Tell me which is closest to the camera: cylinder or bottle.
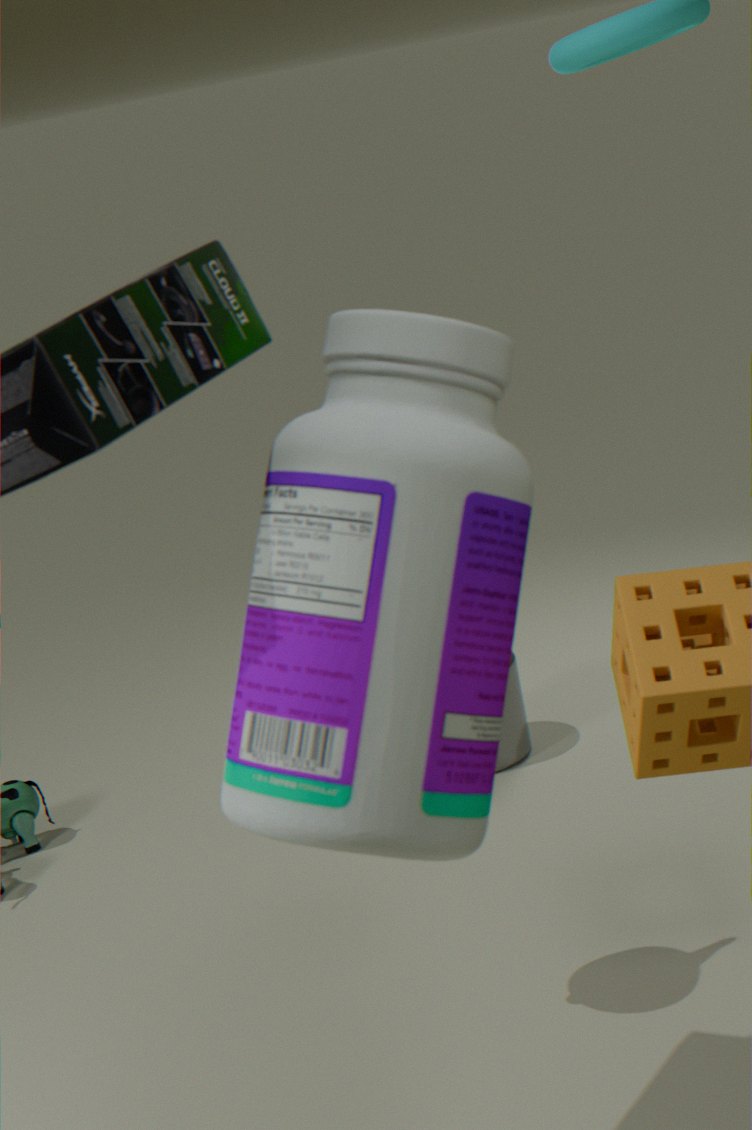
bottle
